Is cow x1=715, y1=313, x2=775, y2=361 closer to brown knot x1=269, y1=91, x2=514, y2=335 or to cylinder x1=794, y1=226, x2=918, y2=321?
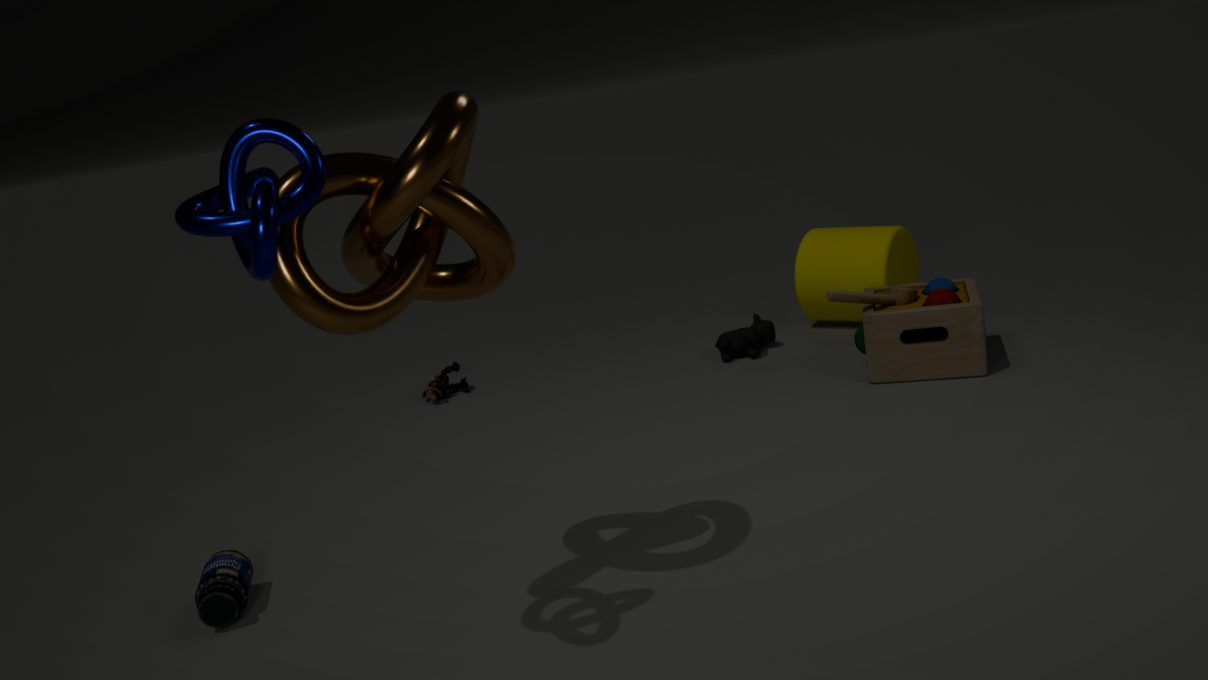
cylinder x1=794, y1=226, x2=918, y2=321
